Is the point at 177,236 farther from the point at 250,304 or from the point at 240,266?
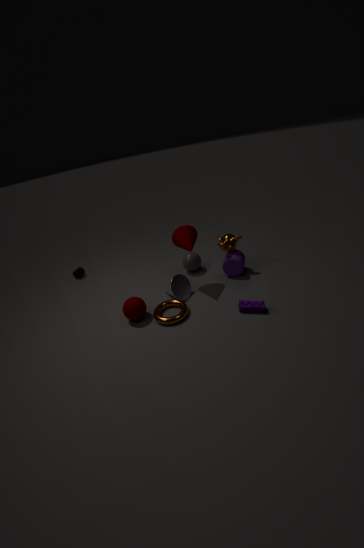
the point at 250,304
